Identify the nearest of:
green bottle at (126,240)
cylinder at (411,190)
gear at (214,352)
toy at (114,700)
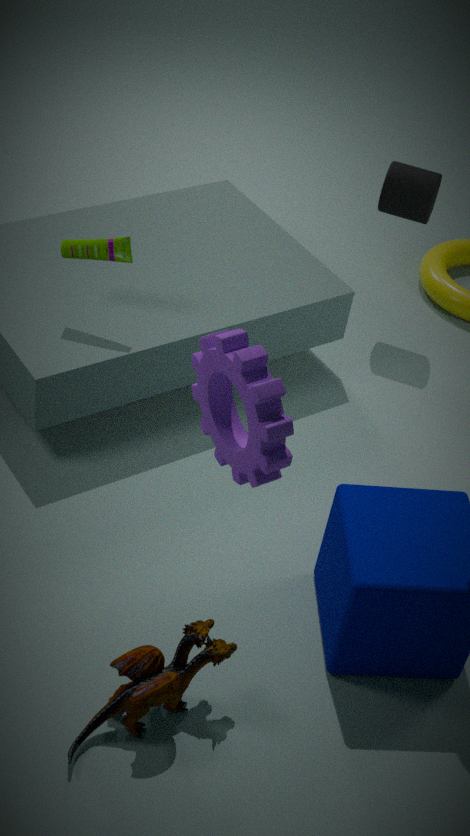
gear at (214,352)
